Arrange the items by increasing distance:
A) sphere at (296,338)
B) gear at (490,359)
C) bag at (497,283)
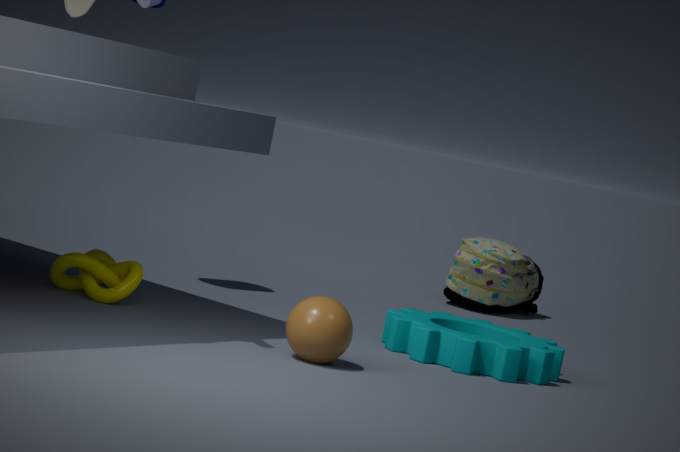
sphere at (296,338) → gear at (490,359) → bag at (497,283)
